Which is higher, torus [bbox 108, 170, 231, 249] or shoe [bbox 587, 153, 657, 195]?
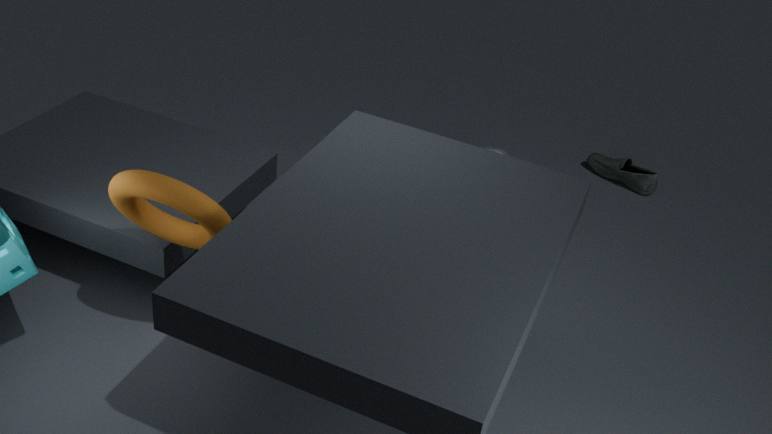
torus [bbox 108, 170, 231, 249]
